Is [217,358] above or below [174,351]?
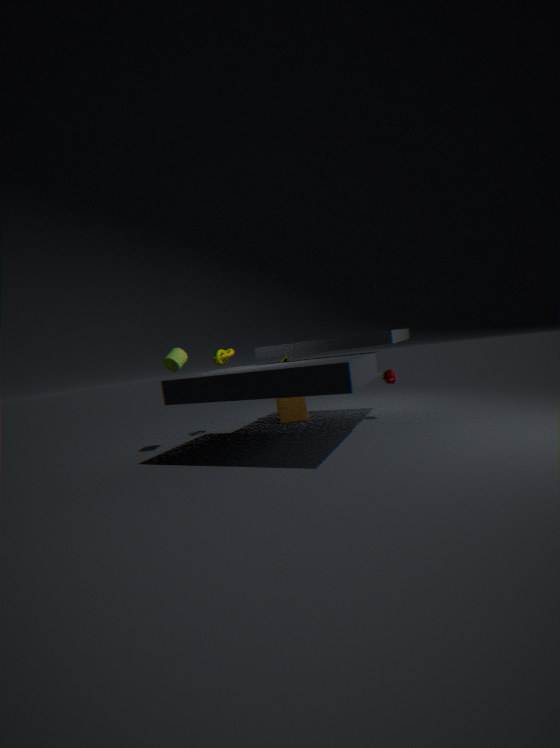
below
